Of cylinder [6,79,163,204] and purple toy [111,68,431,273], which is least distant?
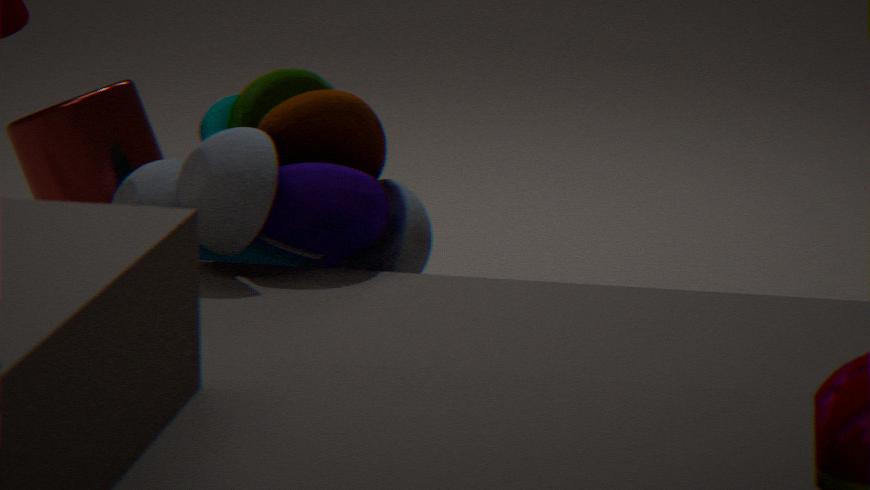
purple toy [111,68,431,273]
